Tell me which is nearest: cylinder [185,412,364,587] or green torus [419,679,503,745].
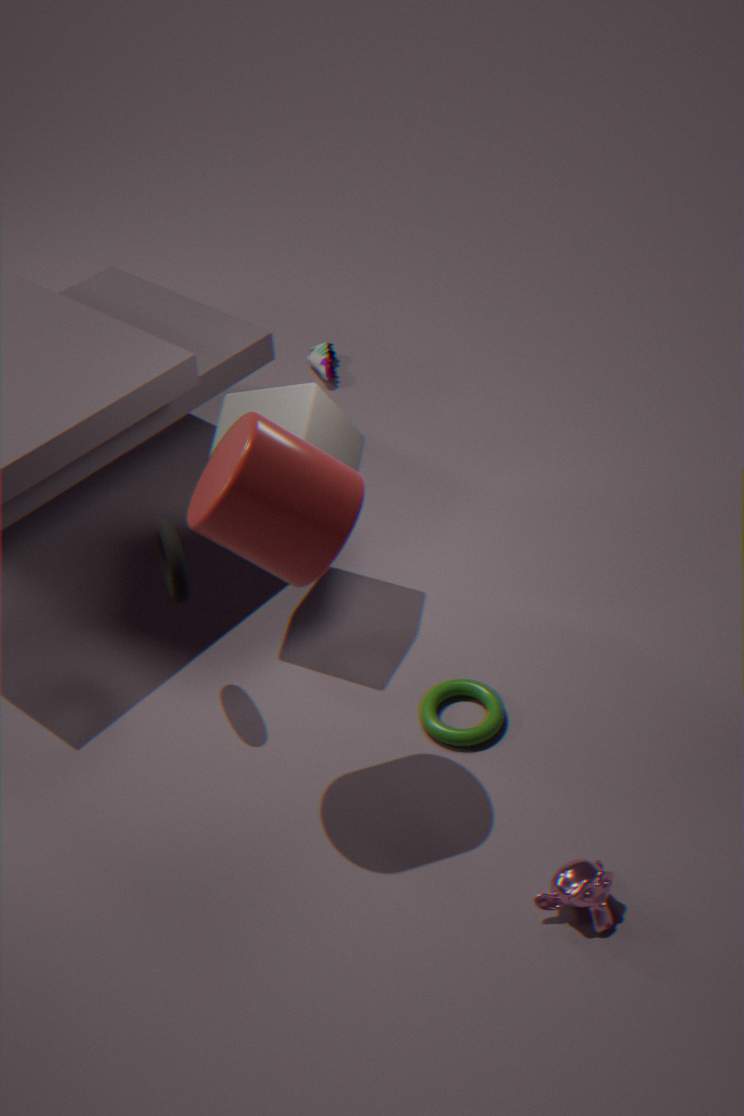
cylinder [185,412,364,587]
